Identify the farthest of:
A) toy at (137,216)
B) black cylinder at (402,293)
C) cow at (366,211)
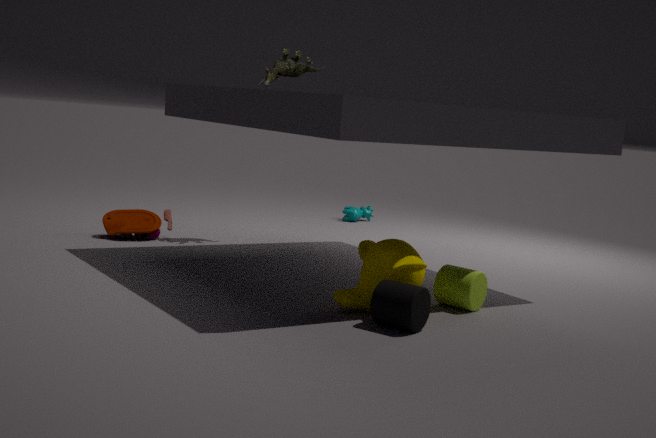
cow at (366,211)
